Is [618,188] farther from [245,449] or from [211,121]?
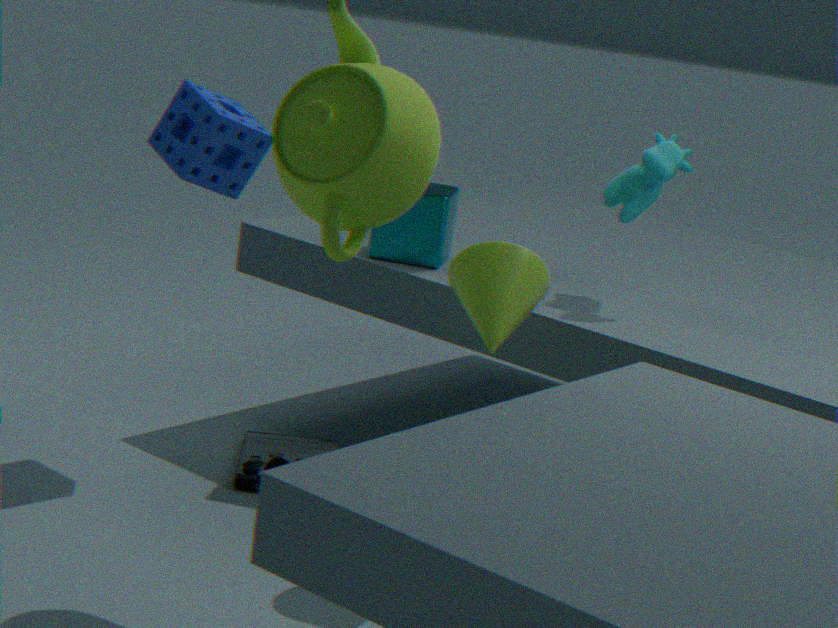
[245,449]
